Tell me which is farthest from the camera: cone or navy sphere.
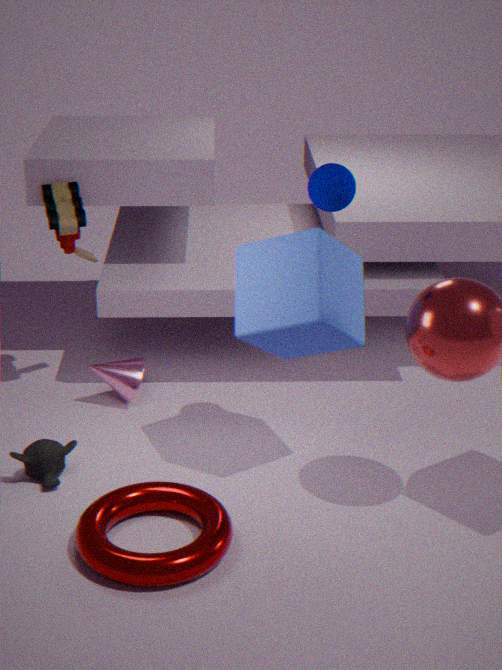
cone
